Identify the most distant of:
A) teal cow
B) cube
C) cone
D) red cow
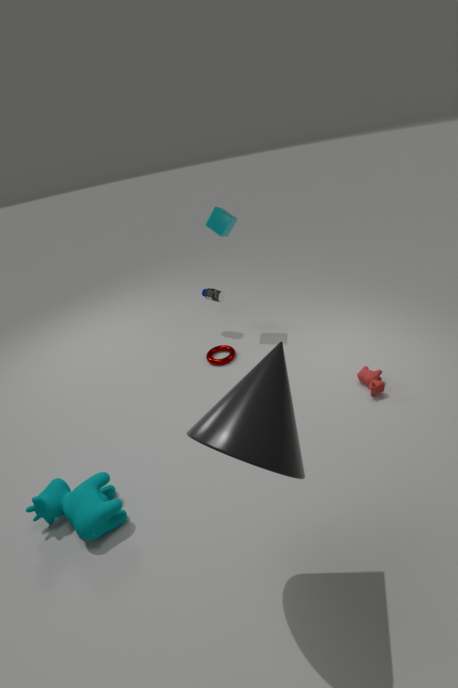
cube
